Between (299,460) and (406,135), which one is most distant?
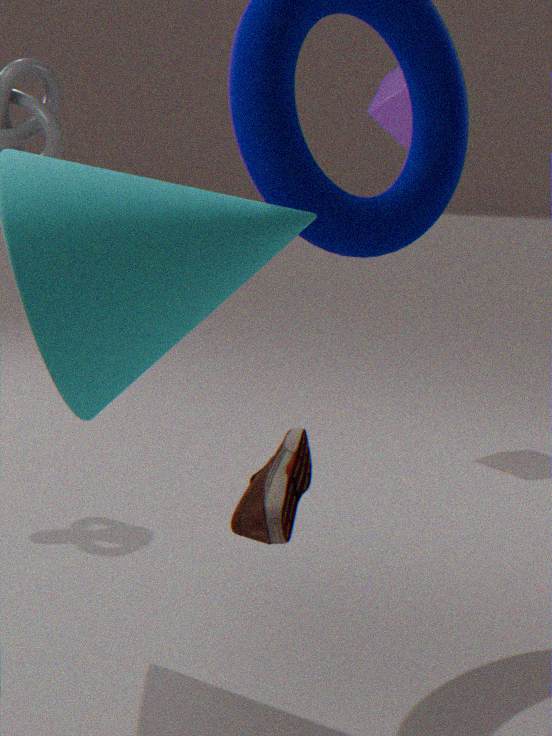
(406,135)
